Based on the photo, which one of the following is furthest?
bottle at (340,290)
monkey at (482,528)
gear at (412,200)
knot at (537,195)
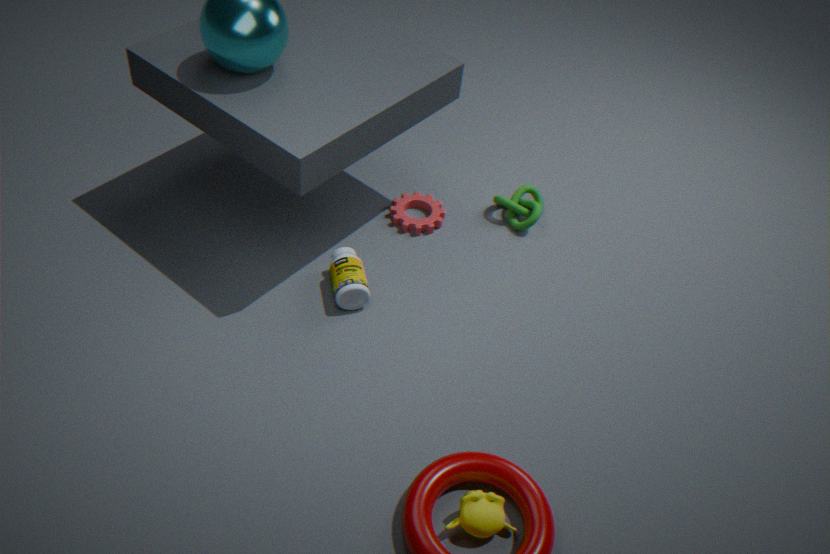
knot at (537,195)
